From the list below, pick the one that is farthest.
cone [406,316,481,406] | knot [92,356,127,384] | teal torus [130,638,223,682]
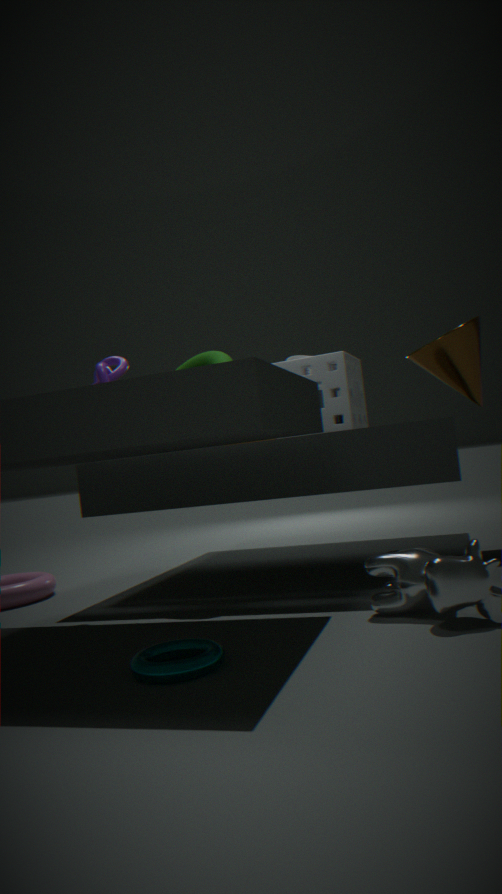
cone [406,316,481,406]
